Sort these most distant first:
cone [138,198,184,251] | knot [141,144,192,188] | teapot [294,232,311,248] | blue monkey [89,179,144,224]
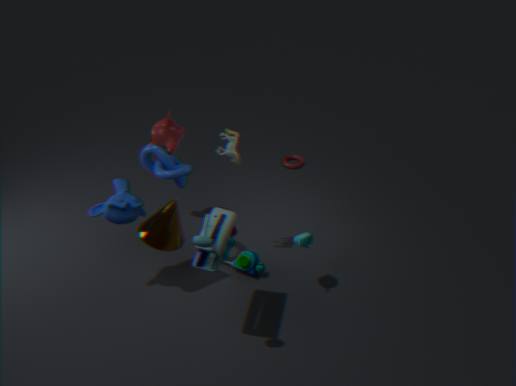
knot [141,144,192,188] < cone [138,198,184,251] < teapot [294,232,311,248] < blue monkey [89,179,144,224]
